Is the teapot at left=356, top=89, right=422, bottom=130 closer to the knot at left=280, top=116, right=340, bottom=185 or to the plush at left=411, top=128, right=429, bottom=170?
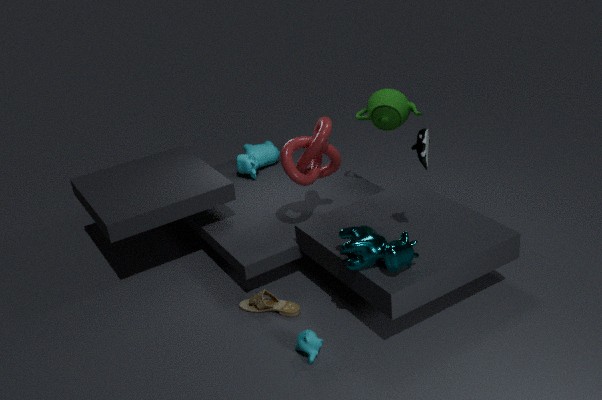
the knot at left=280, top=116, right=340, bottom=185
